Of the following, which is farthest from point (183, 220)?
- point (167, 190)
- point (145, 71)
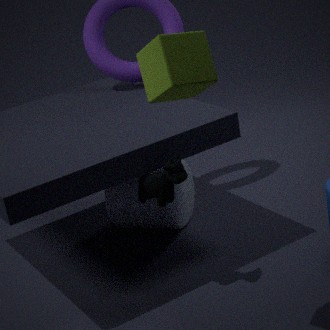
point (145, 71)
